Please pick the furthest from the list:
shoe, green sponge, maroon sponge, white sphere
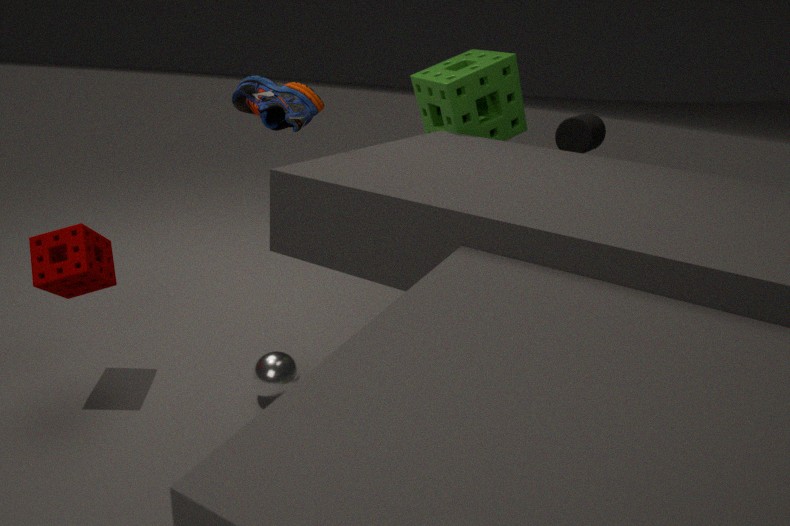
green sponge
